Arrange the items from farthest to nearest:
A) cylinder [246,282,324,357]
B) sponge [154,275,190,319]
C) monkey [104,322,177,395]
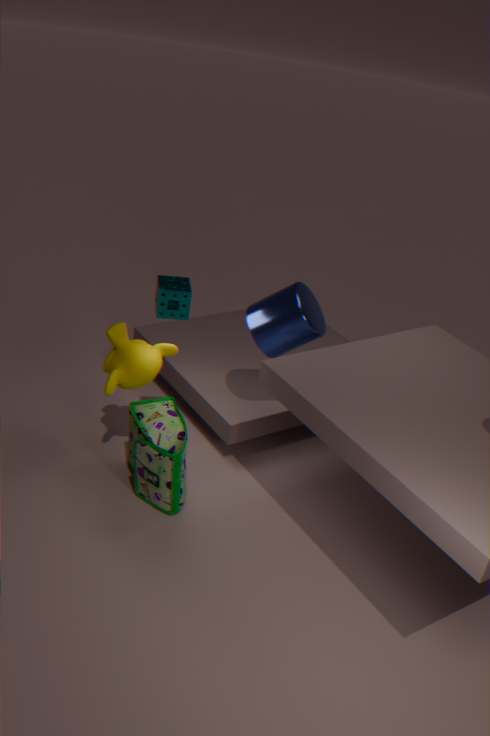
monkey [104,322,177,395], cylinder [246,282,324,357], sponge [154,275,190,319]
